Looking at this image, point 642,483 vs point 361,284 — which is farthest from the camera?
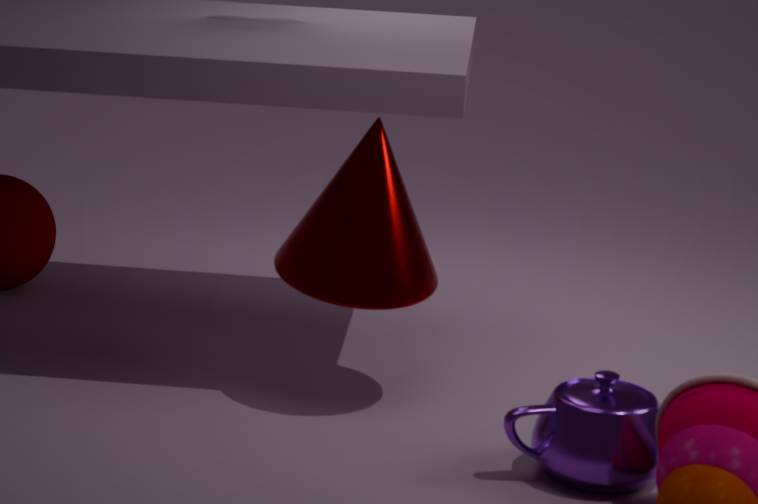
point 361,284
